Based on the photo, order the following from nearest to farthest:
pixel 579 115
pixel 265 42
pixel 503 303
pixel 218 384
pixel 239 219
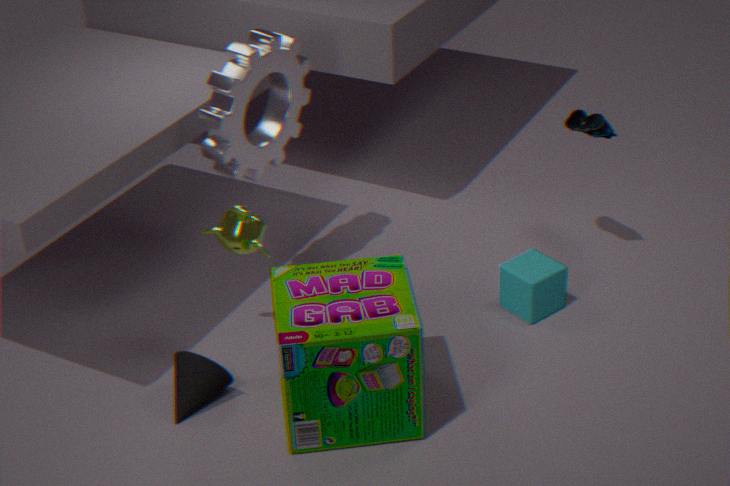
pixel 218 384 < pixel 239 219 < pixel 265 42 < pixel 503 303 < pixel 579 115
